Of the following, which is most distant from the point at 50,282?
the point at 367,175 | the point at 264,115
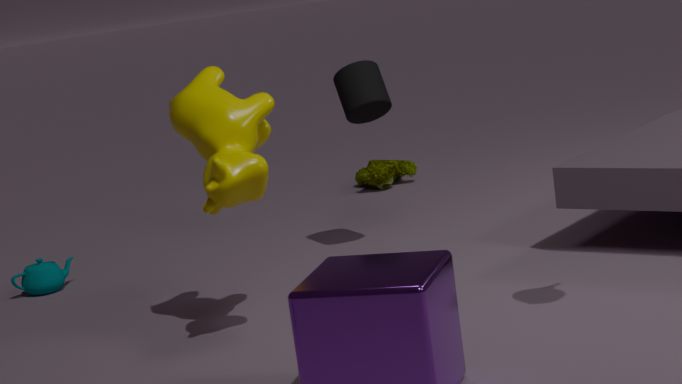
the point at 367,175
